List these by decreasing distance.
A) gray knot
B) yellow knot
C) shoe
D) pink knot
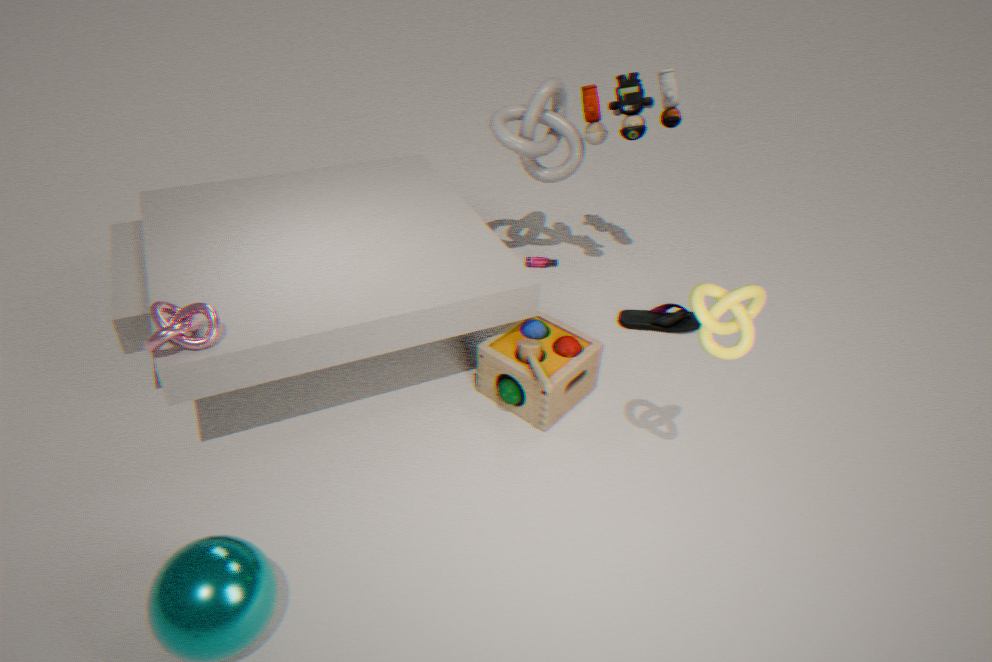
1. shoe
2. gray knot
3. pink knot
4. yellow knot
